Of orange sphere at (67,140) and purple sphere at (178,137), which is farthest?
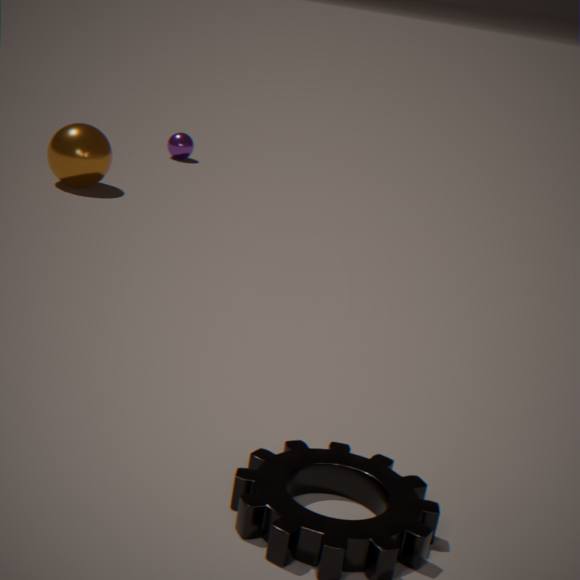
purple sphere at (178,137)
